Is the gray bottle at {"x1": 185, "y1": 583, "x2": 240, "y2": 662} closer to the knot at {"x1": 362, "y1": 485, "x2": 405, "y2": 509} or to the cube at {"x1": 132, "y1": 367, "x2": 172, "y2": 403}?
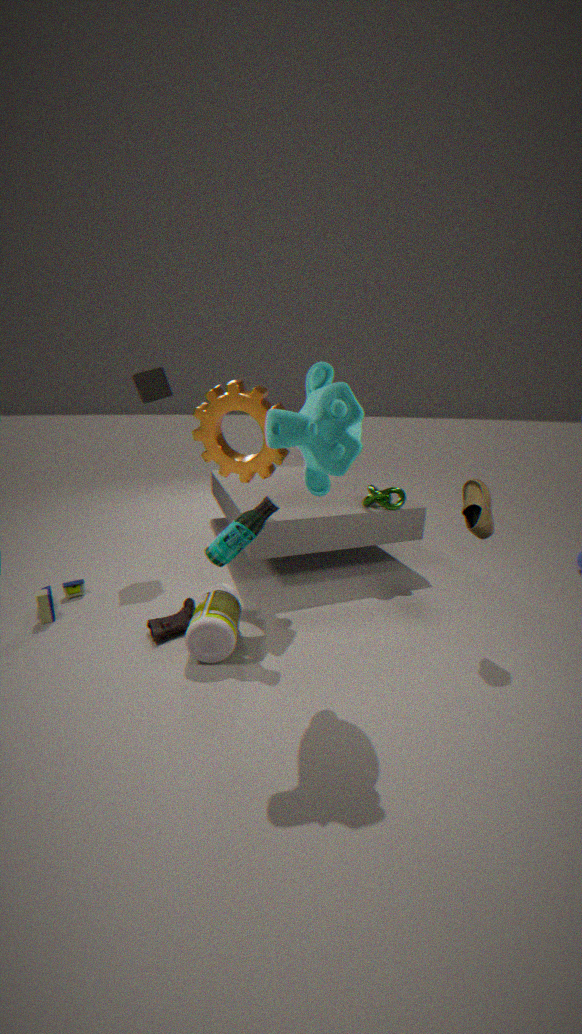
the knot at {"x1": 362, "y1": 485, "x2": 405, "y2": 509}
